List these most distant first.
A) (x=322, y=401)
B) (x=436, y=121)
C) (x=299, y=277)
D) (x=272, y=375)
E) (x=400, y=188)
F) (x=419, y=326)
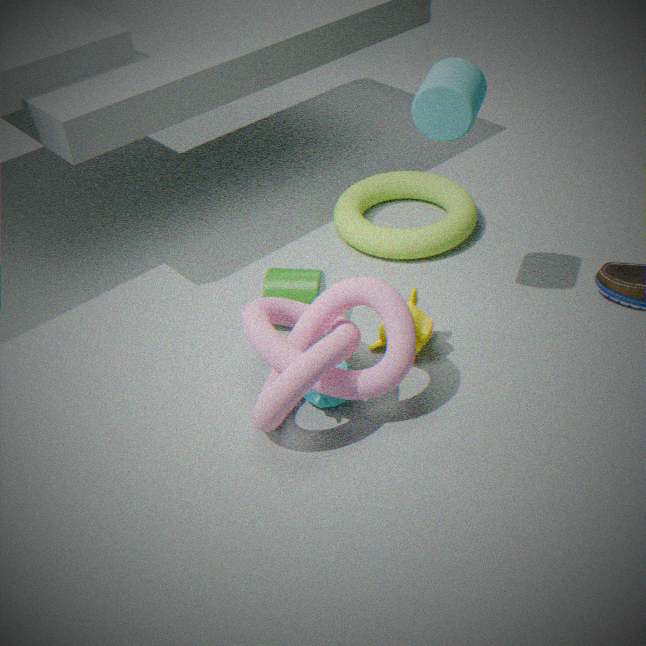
(x=400, y=188) < (x=299, y=277) < (x=419, y=326) < (x=272, y=375) < (x=436, y=121) < (x=322, y=401)
